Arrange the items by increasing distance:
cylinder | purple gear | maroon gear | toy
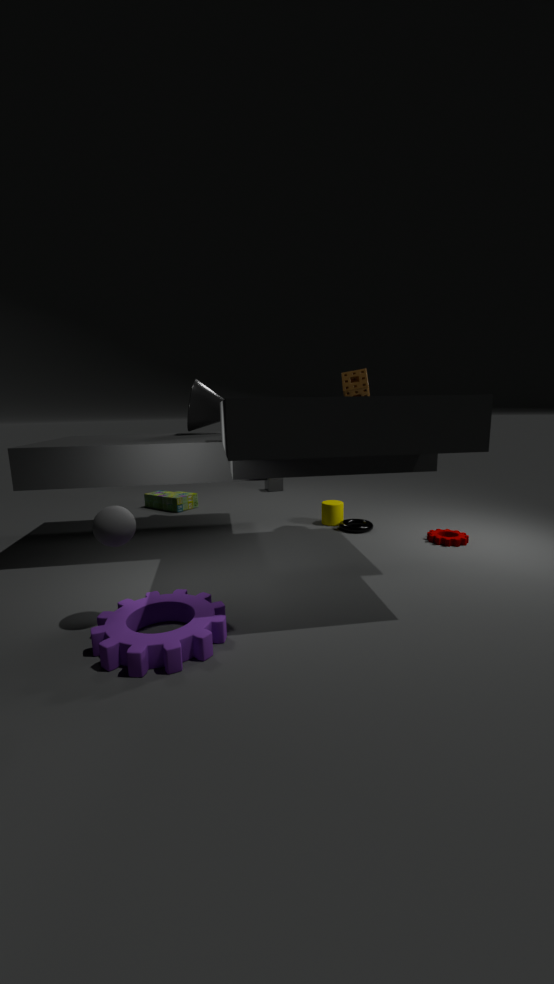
purple gear → maroon gear → cylinder → toy
